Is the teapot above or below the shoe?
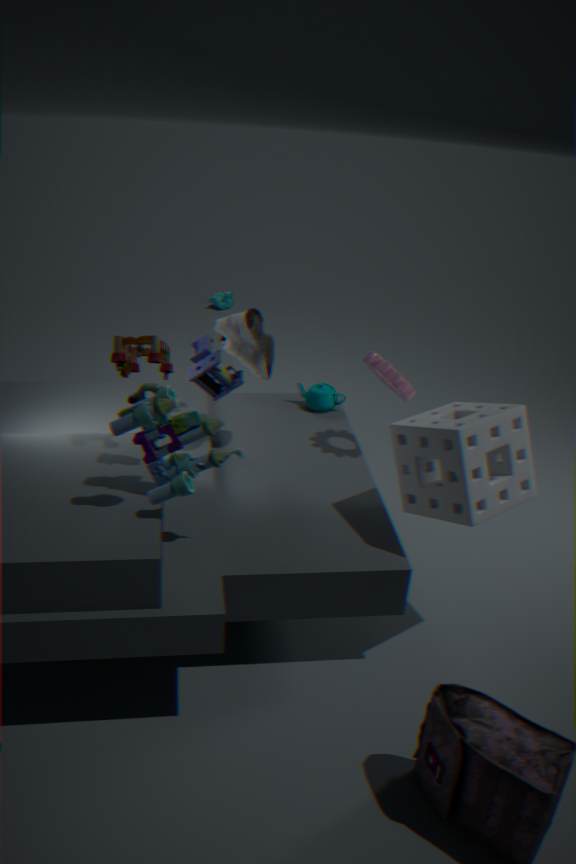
below
